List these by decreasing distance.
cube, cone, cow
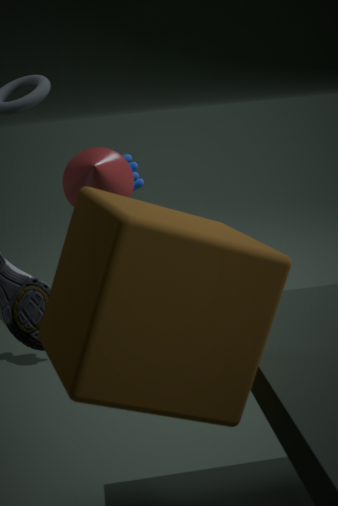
cow → cone → cube
